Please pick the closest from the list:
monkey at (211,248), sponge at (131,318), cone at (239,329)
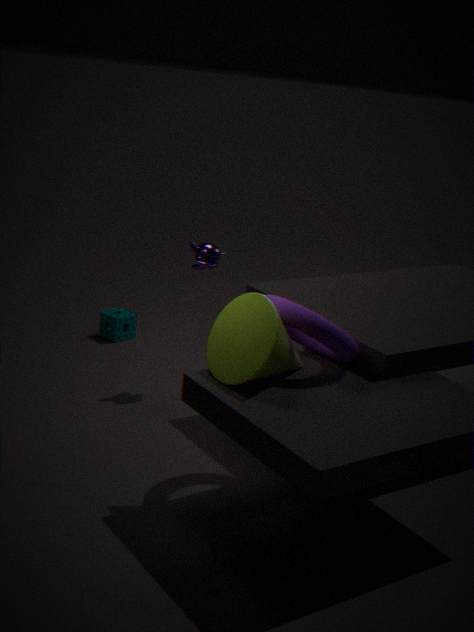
cone at (239,329)
